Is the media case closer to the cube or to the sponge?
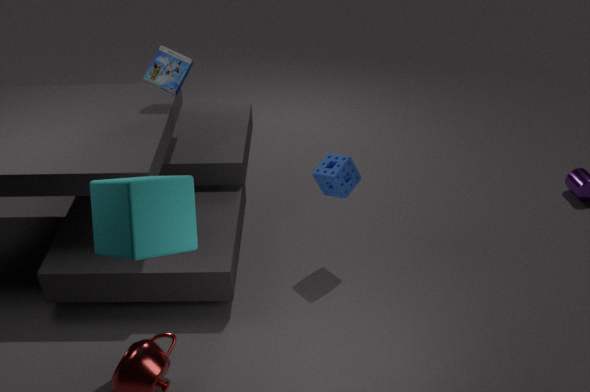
the cube
